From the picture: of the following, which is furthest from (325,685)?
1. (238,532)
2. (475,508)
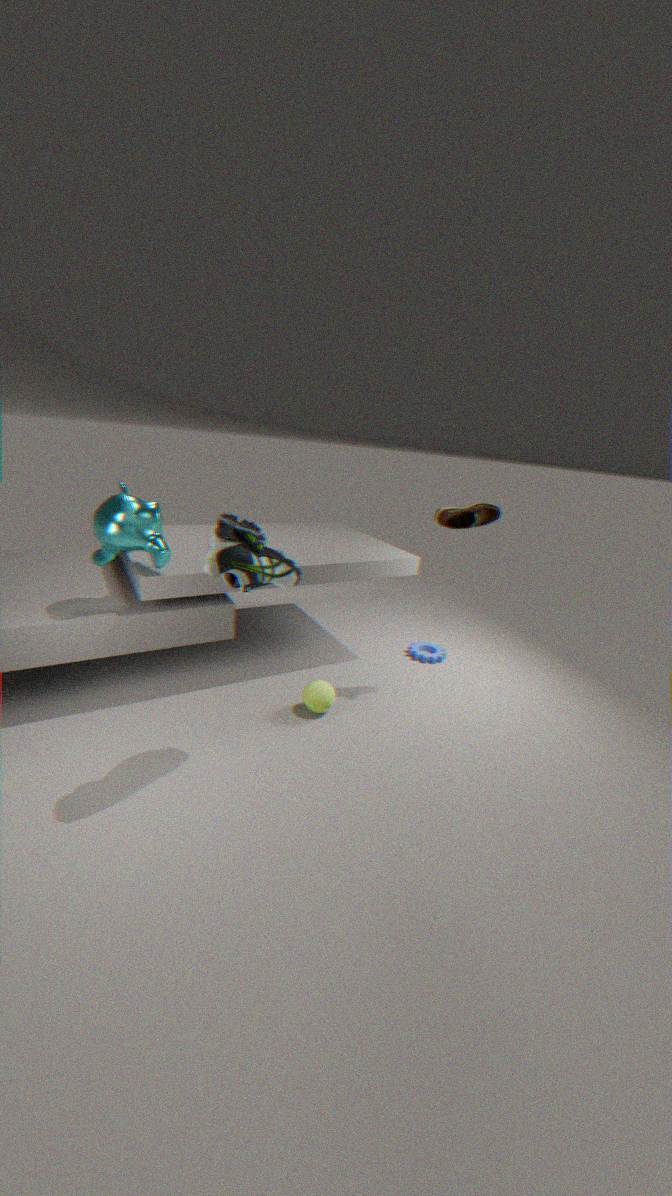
(475,508)
